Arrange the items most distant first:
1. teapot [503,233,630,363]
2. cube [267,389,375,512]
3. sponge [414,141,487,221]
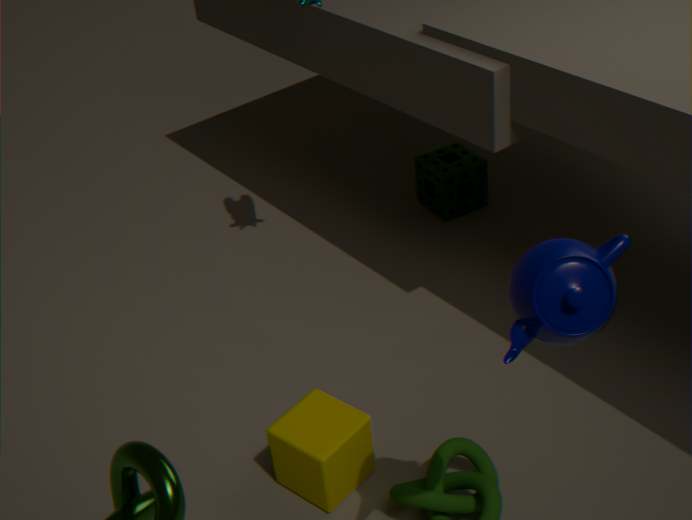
sponge [414,141,487,221], cube [267,389,375,512], teapot [503,233,630,363]
